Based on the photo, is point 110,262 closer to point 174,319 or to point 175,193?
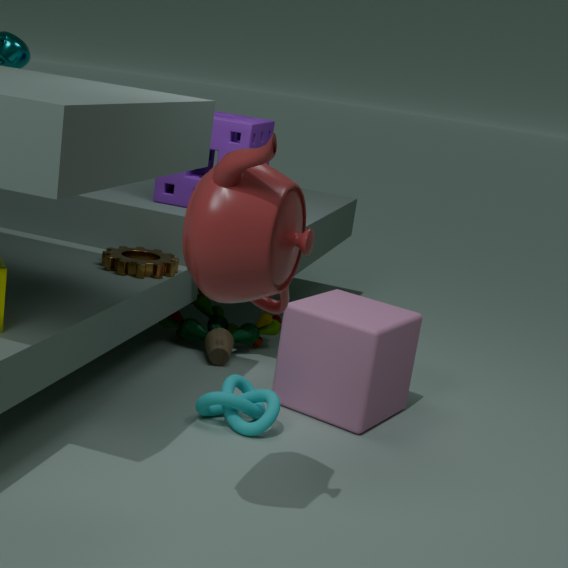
point 174,319
